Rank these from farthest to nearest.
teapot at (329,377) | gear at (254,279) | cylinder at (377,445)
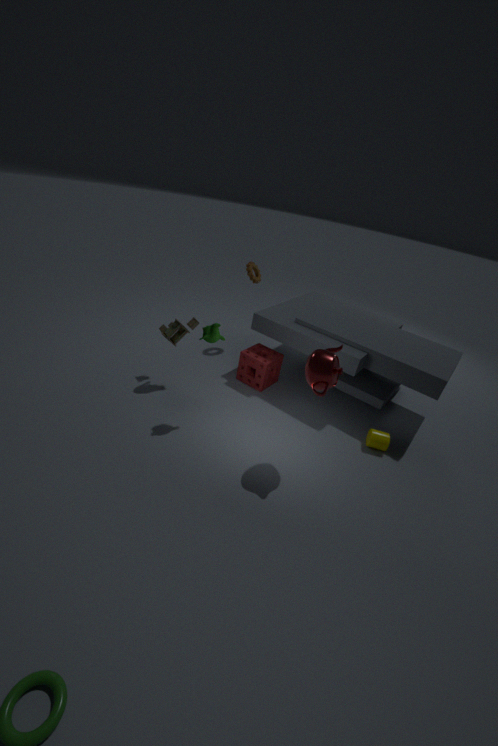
1. gear at (254,279)
2. cylinder at (377,445)
3. teapot at (329,377)
